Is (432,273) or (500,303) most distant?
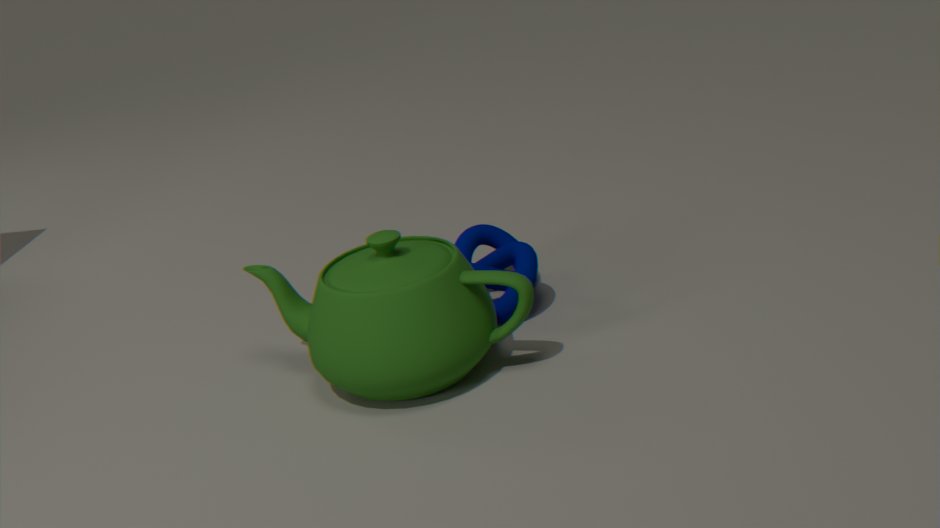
(500,303)
